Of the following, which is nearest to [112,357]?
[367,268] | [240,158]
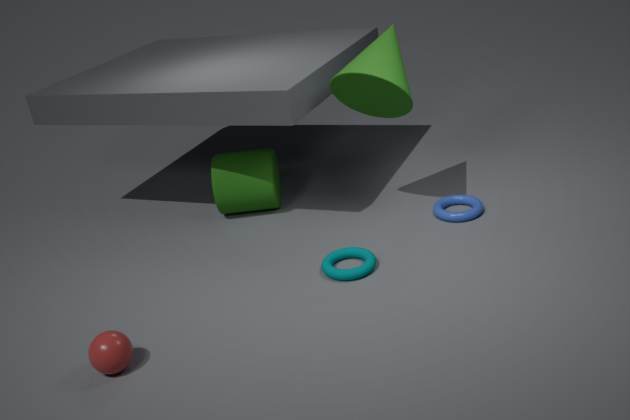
[367,268]
